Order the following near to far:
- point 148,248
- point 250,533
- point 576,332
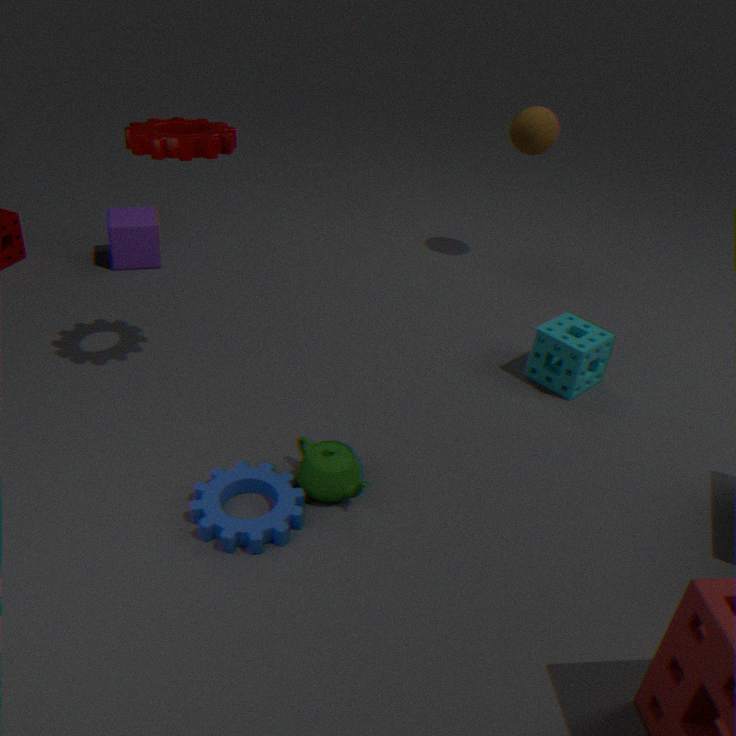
1. point 250,533
2. point 576,332
3. point 148,248
